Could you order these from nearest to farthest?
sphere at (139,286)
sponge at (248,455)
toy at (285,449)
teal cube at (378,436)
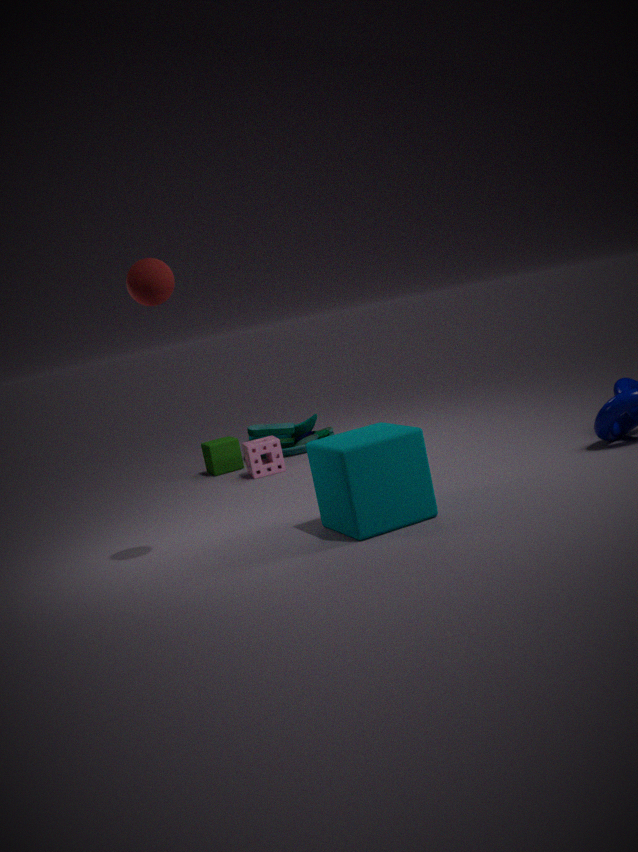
sphere at (139,286) → teal cube at (378,436) → sponge at (248,455) → toy at (285,449)
